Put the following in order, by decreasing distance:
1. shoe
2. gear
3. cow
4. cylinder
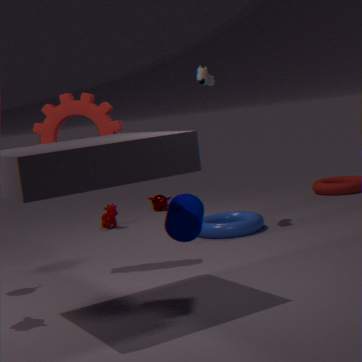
cow < shoe < gear < cylinder
